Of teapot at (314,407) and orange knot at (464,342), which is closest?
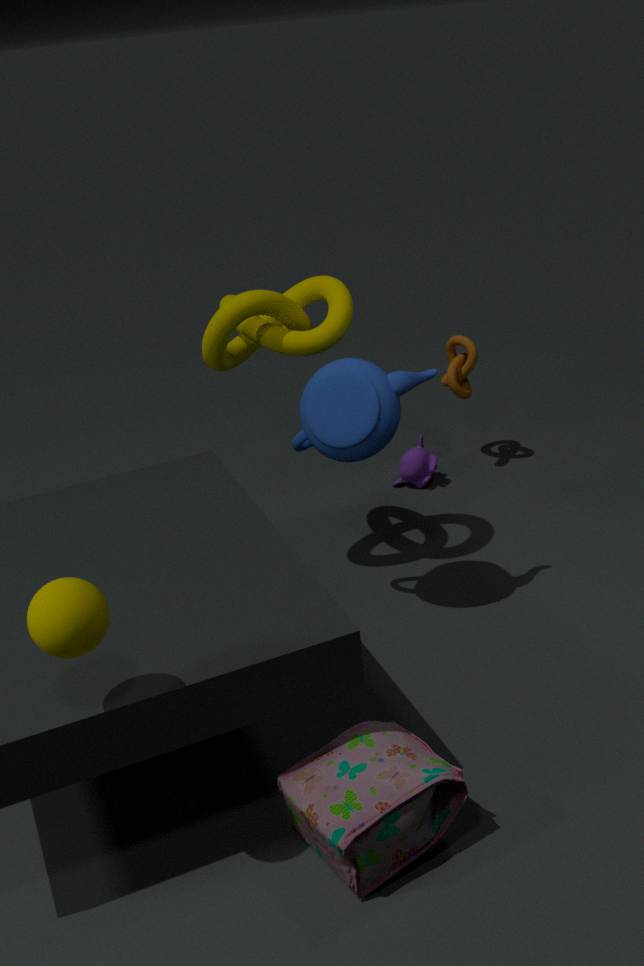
teapot at (314,407)
